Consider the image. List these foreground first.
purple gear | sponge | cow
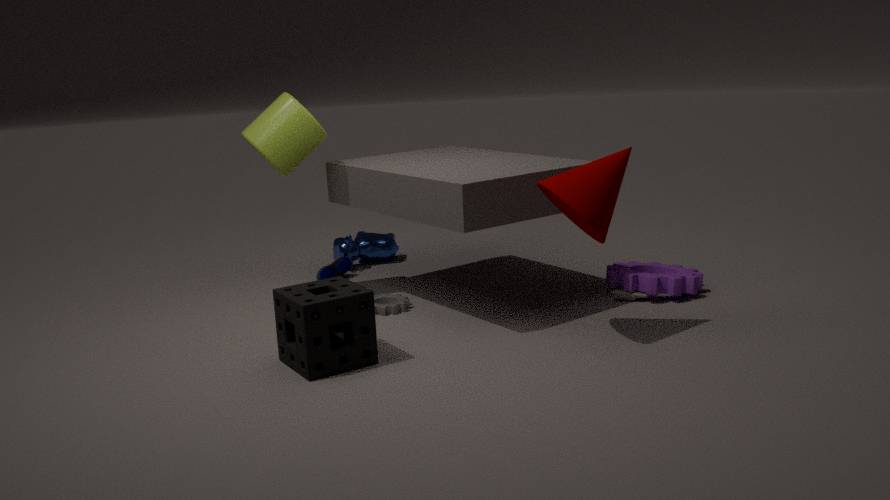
sponge < purple gear < cow
